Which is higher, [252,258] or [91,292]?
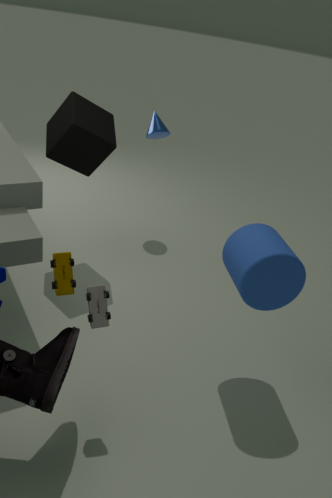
[252,258]
